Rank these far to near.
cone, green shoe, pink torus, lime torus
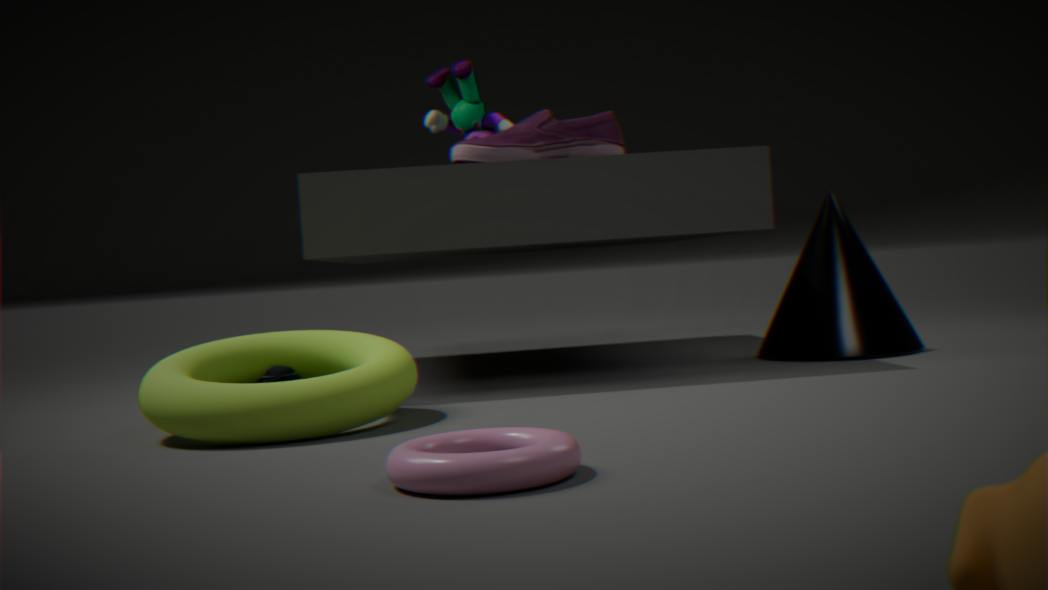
cone
green shoe
lime torus
pink torus
